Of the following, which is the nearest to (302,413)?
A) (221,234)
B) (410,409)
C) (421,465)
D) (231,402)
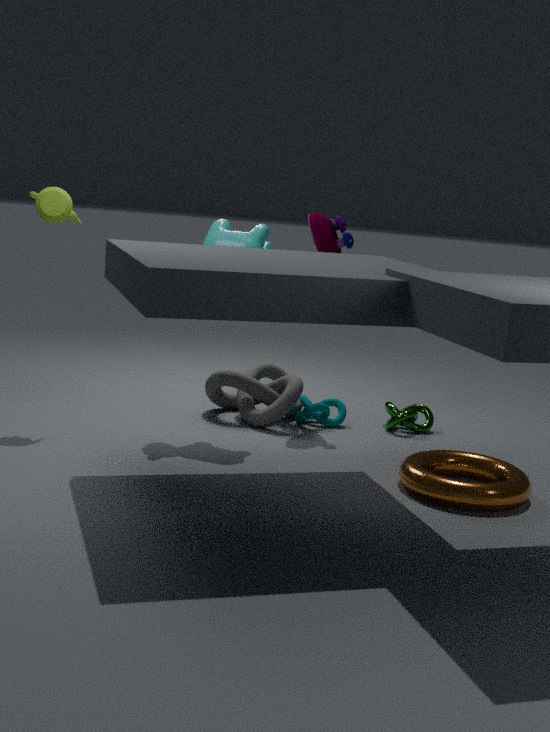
(231,402)
